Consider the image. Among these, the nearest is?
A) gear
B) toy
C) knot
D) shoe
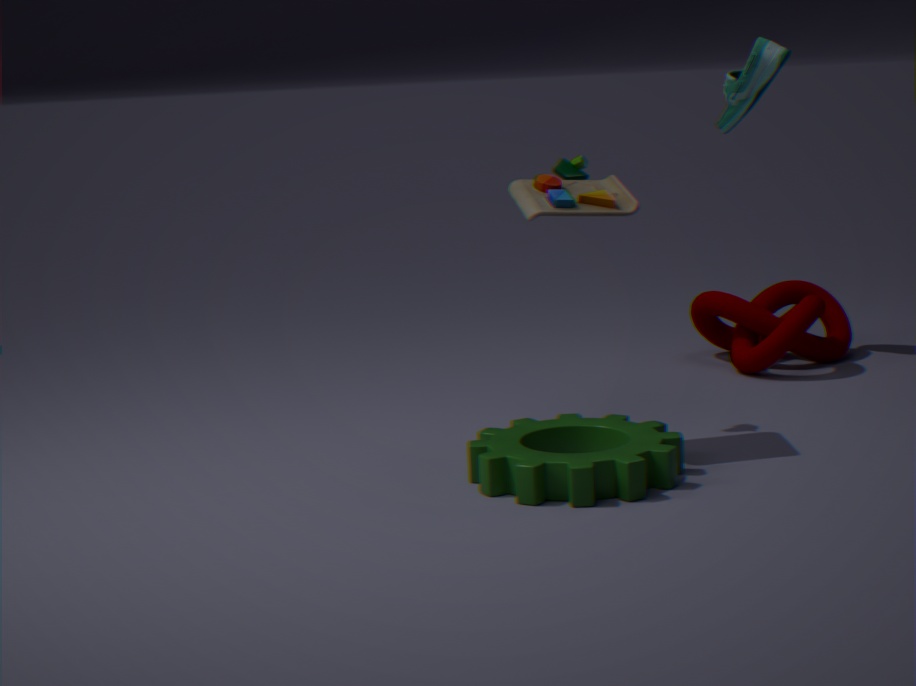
gear
